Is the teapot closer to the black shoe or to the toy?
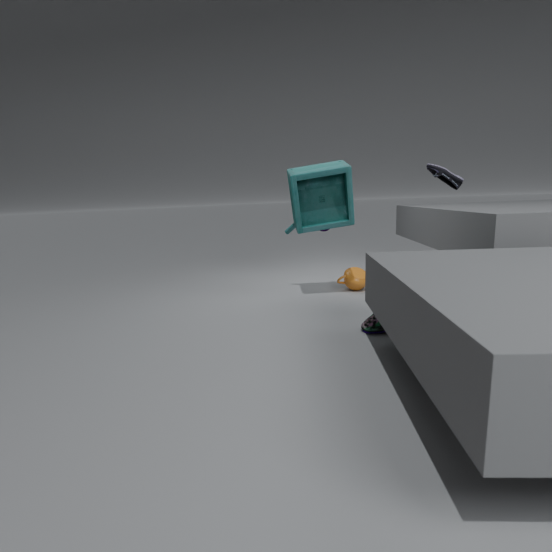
the toy
